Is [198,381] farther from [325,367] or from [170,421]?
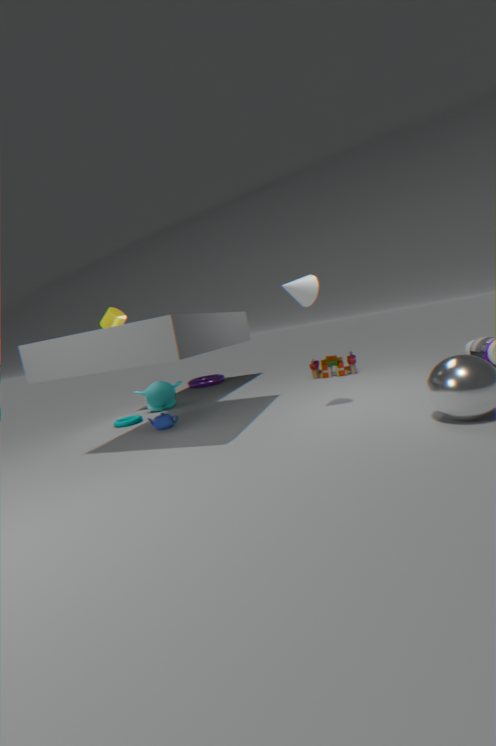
[170,421]
